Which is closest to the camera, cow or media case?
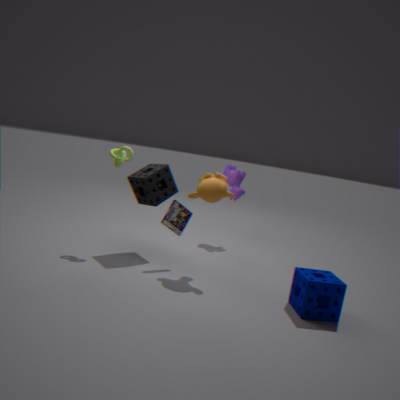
media case
